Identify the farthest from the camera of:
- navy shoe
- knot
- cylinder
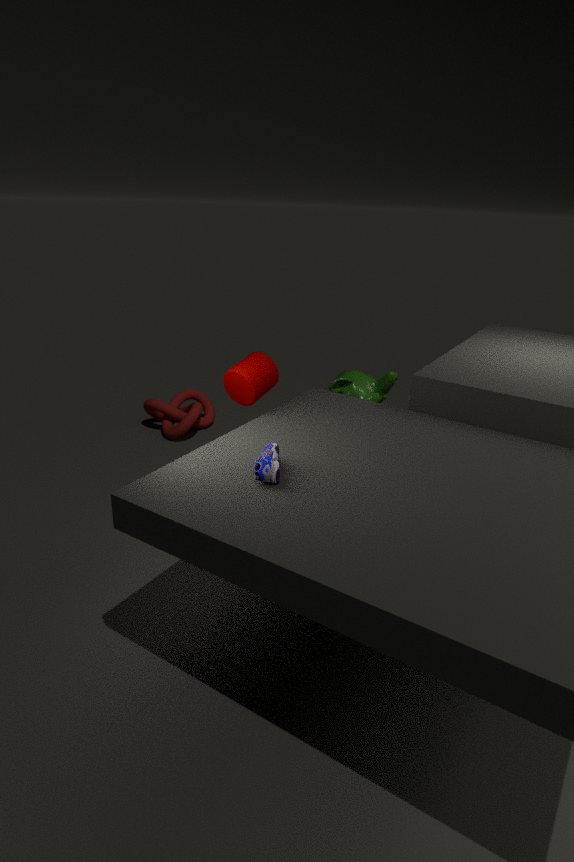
knot
